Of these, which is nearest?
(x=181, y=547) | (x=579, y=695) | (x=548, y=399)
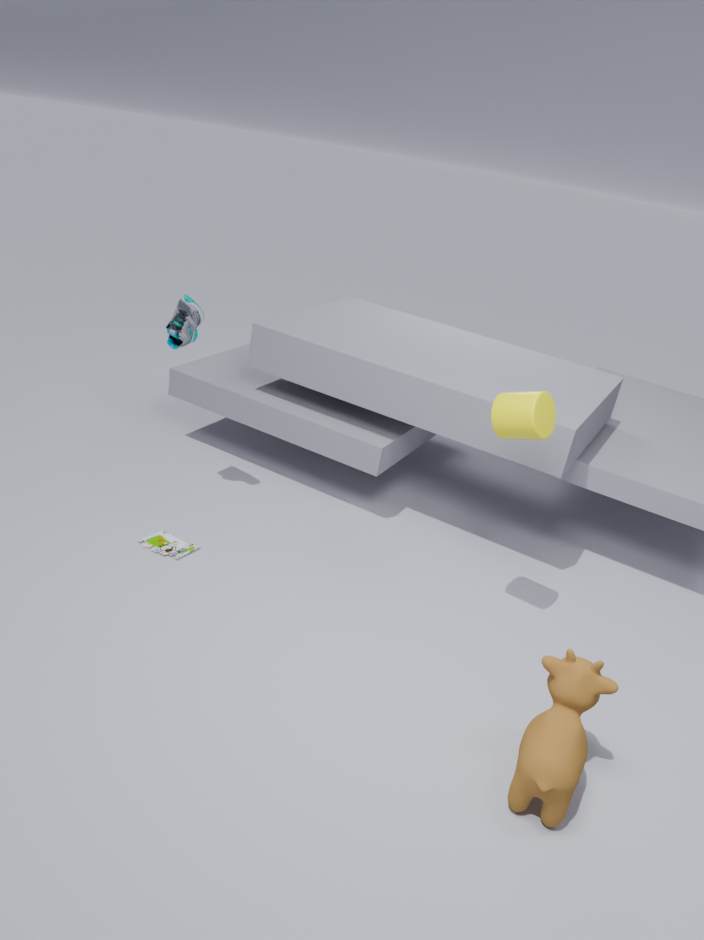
(x=579, y=695)
